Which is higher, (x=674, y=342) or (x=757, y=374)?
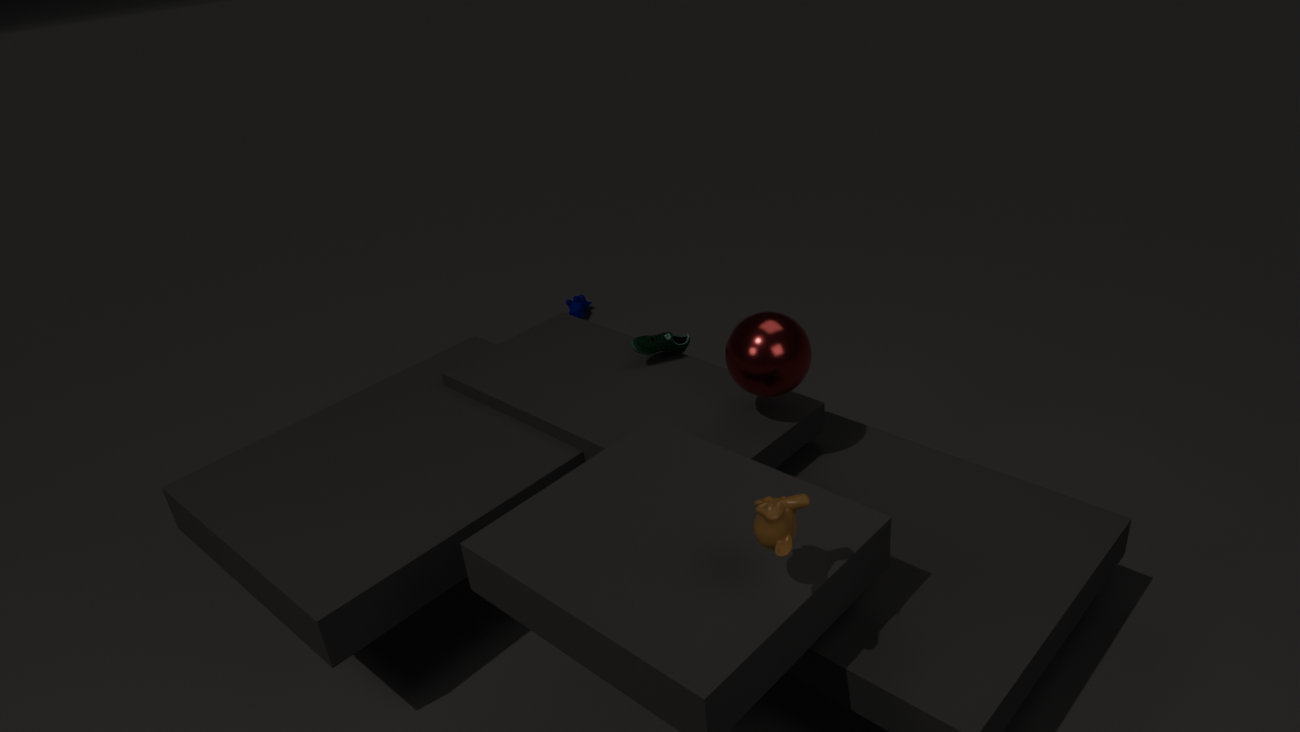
(x=757, y=374)
